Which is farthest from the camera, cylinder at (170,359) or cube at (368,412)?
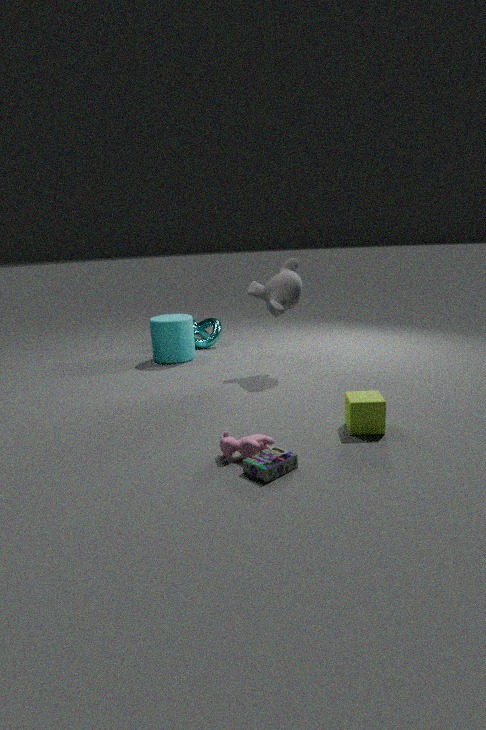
cylinder at (170,359)
